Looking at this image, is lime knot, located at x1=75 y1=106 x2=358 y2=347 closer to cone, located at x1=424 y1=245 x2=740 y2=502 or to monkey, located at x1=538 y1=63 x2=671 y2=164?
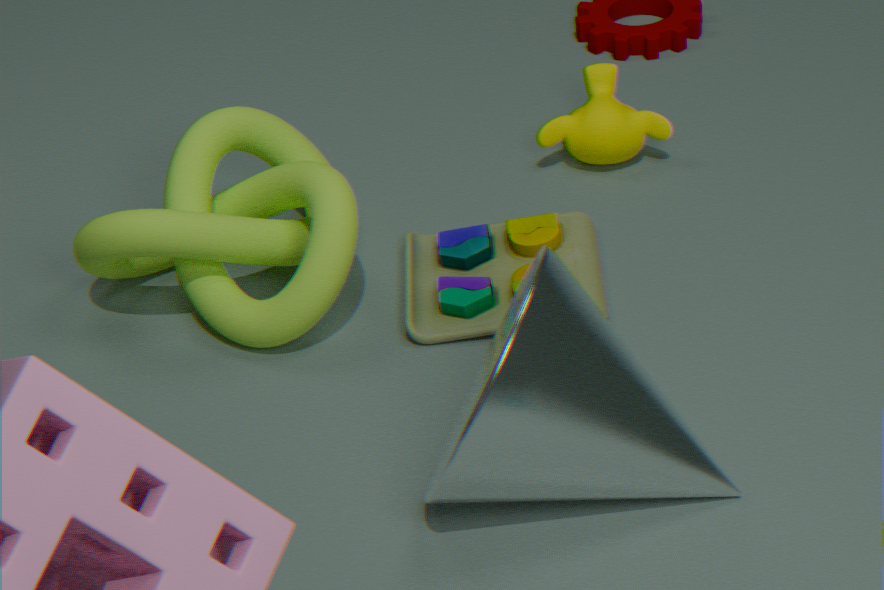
cone, located at x1=424 y1=245 x2=740 y2=502
